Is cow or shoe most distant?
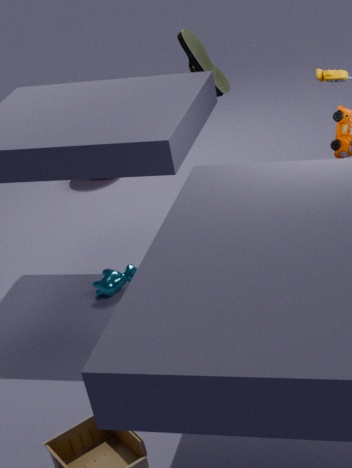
shoe
